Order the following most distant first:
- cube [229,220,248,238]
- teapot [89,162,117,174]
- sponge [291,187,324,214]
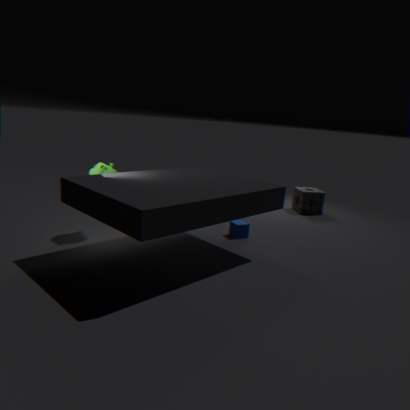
1. sponge [291,187,324,214]
2. cube [229,220,248,238]
3. teapot [89,162,117,174]
